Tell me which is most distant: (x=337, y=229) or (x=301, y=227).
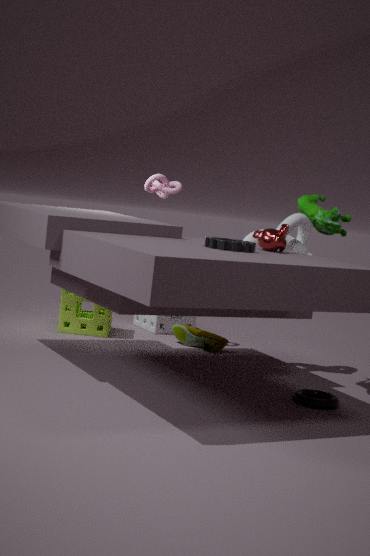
(x=301, y=227)
